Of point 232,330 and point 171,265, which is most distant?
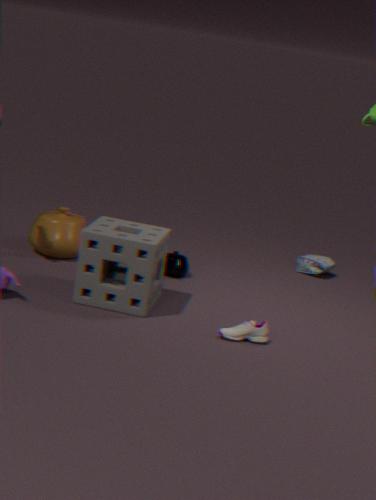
point 171,265
